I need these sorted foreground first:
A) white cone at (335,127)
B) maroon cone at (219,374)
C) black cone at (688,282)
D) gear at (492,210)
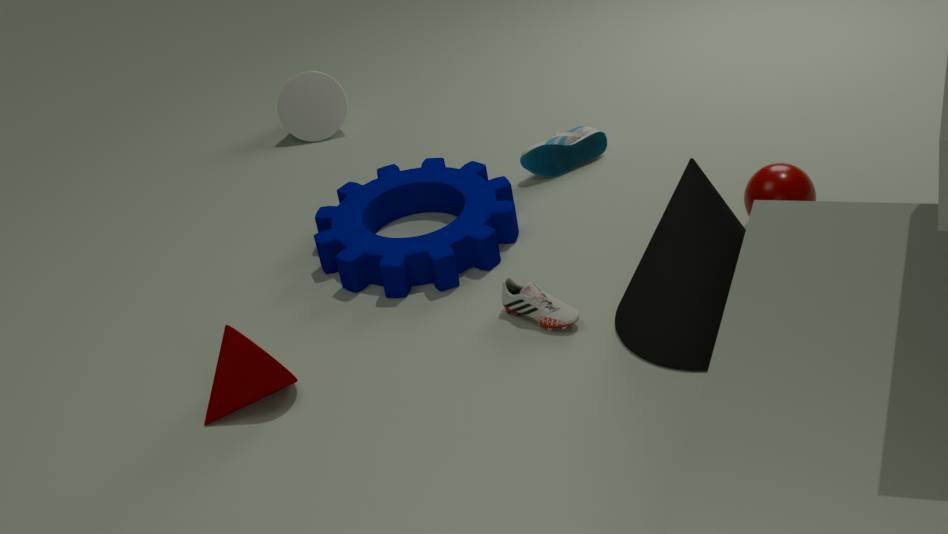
black cone at (688,282) → maroon cone at (219,374) → gear at (492,210) → white cone at (335,127)
